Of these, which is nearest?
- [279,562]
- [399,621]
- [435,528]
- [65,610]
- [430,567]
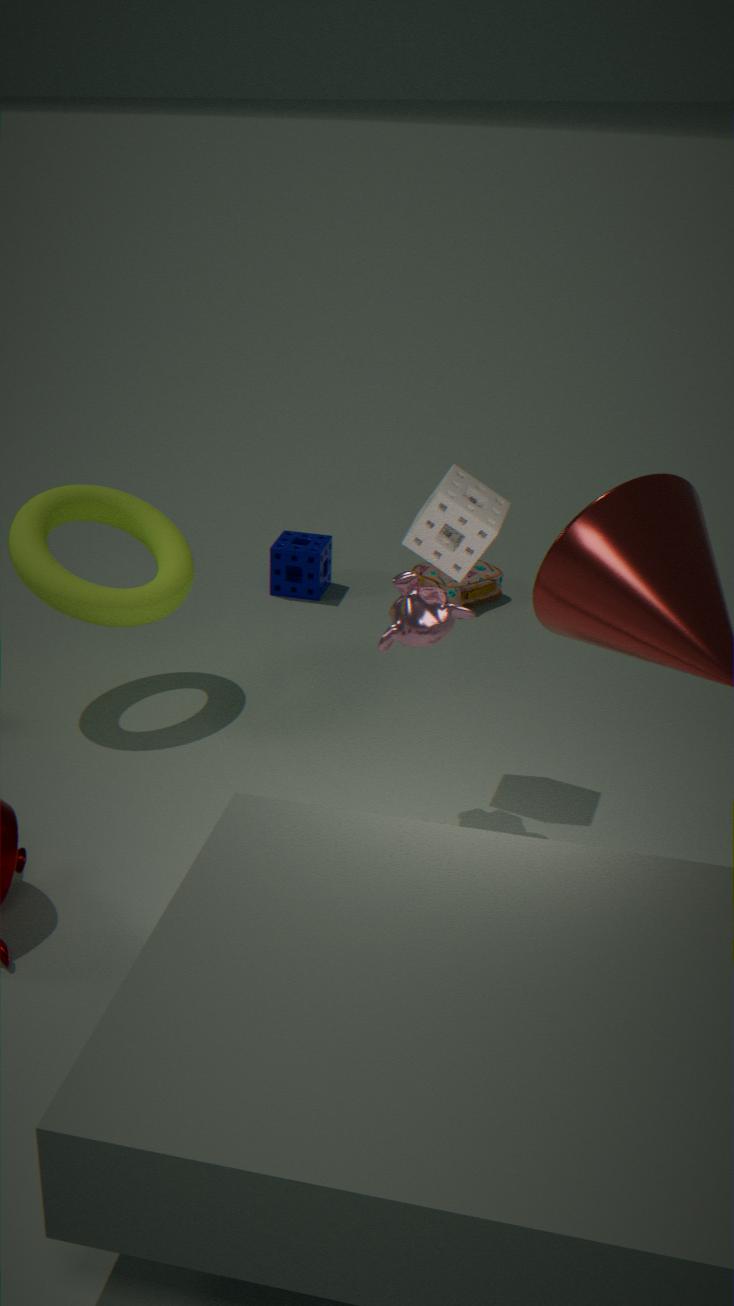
[399,621]
